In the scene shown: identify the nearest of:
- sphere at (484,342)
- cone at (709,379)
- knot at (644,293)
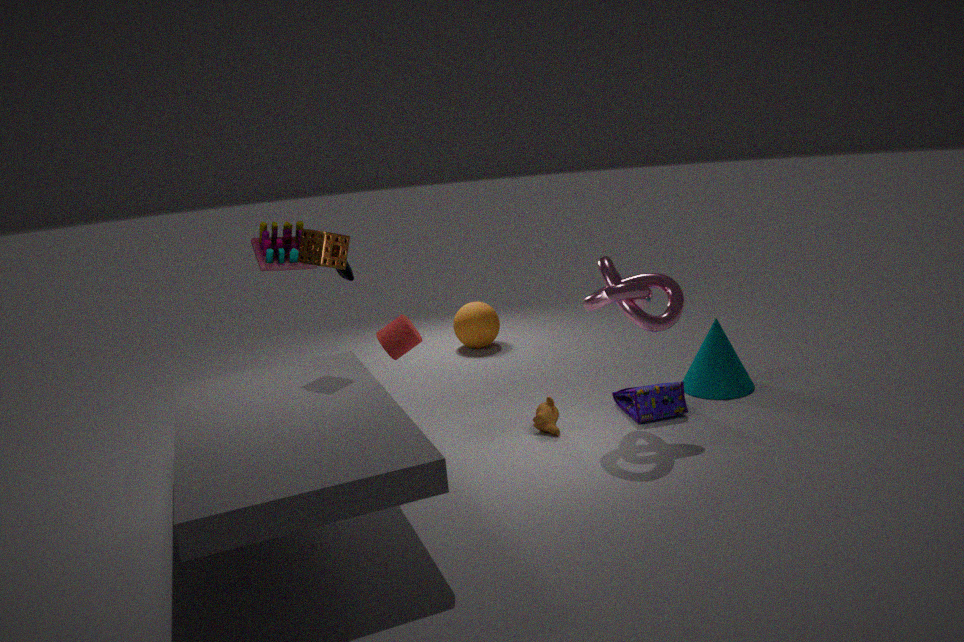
knot at (644,293)
